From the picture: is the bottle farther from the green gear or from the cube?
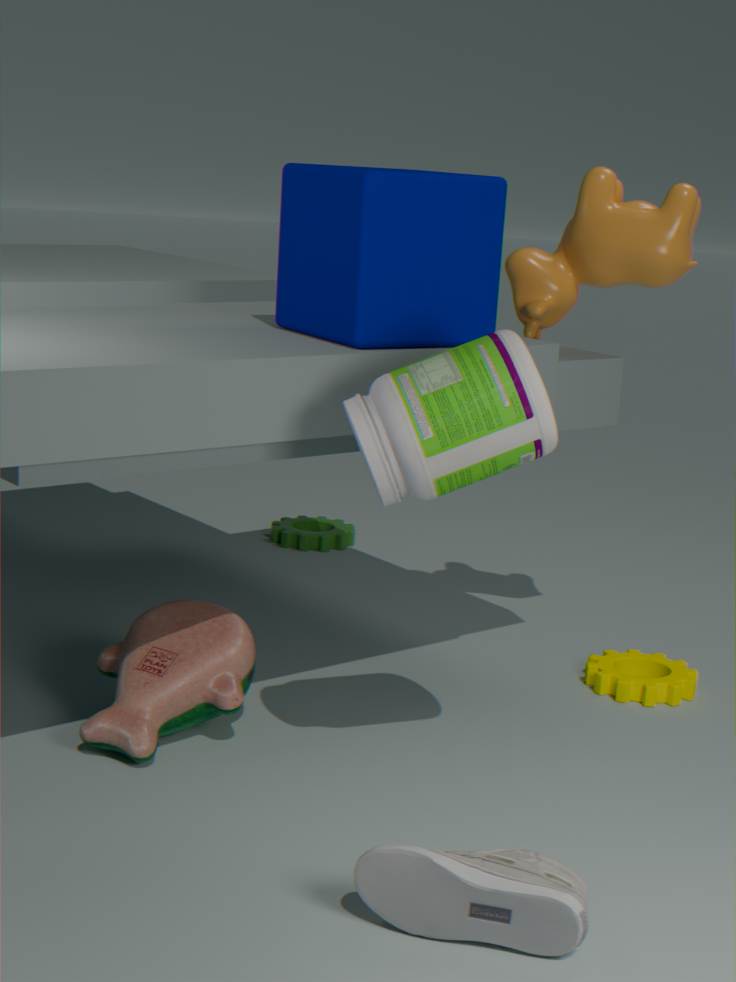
the green gear
